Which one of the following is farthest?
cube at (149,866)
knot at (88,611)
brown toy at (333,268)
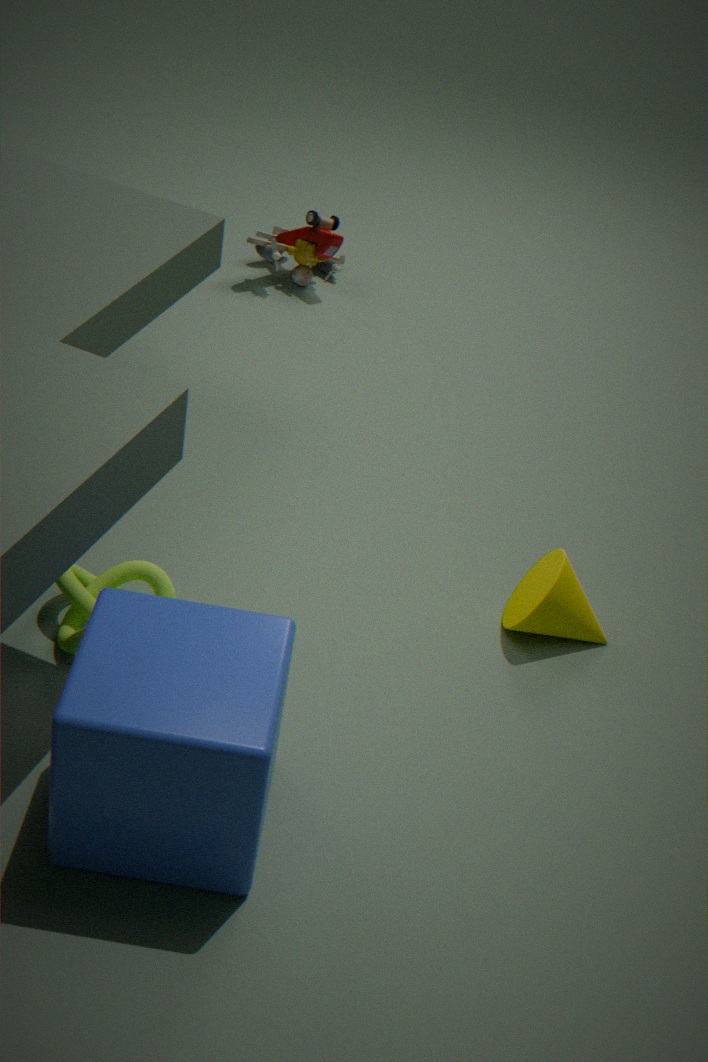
brown toy at (333,268)
